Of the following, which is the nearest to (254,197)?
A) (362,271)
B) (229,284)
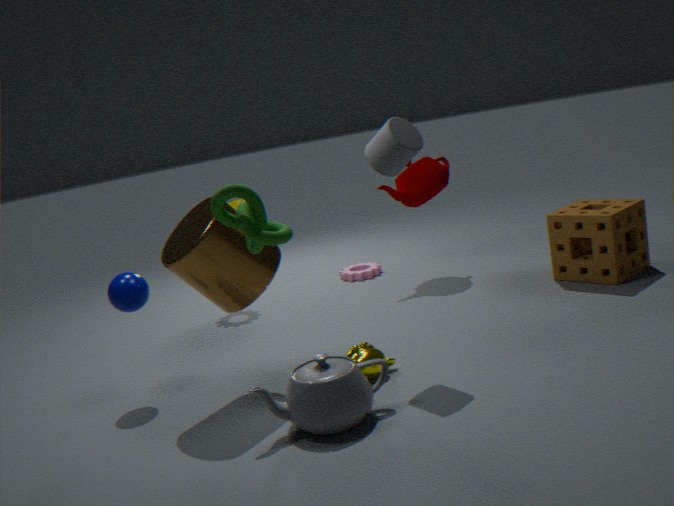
(229,284)
